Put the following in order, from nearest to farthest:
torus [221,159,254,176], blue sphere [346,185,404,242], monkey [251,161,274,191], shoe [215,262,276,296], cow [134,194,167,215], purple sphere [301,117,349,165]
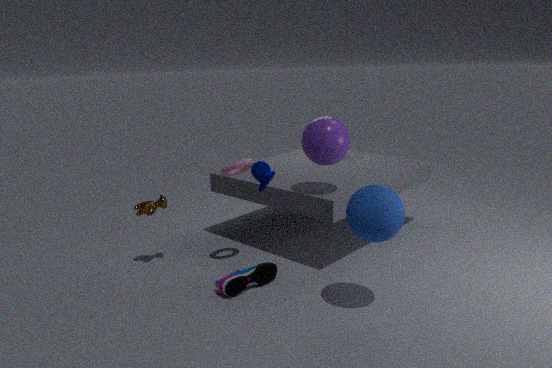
1. blue sphere [346,185,404,242]
2. monkey [251,161,274,191]
3. shoe [215,262,276,296]
4. purple sphere [301,117,349,165]
5. torus [221,159,254,176]
6. cow [134,194,167,215]
